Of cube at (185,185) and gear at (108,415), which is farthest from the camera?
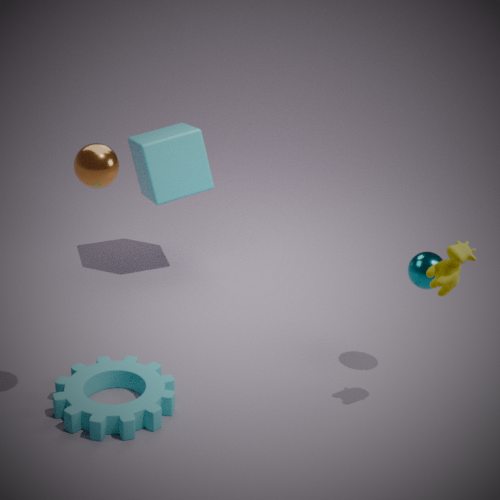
cube at (185,185)
